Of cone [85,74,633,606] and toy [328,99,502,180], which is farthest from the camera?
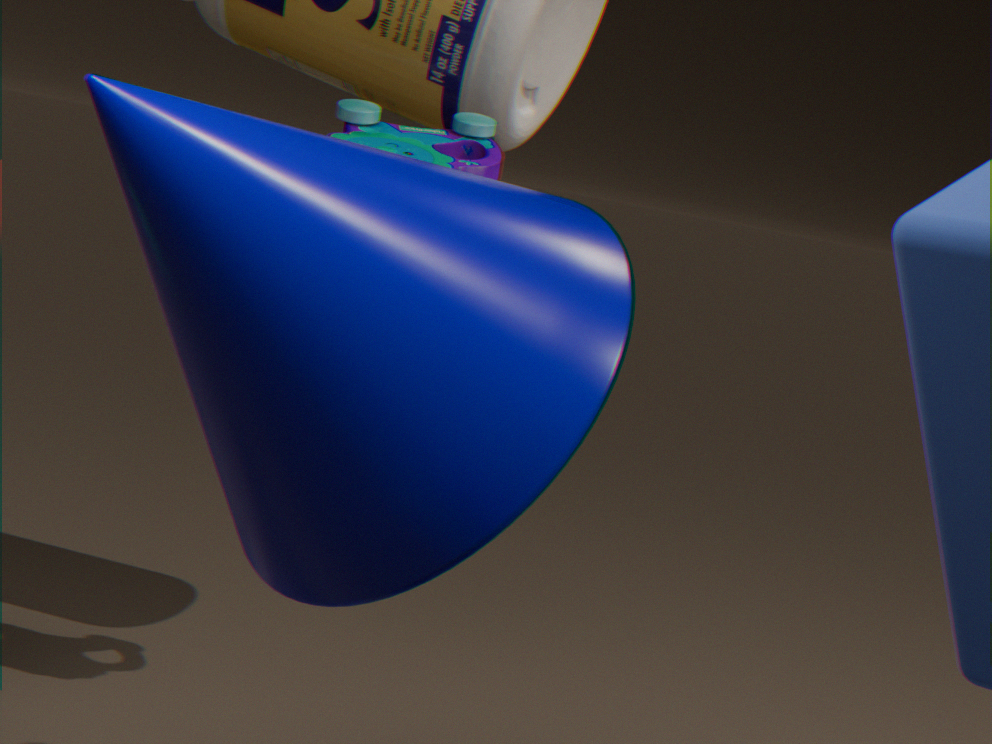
toy [328,99,502,180]
